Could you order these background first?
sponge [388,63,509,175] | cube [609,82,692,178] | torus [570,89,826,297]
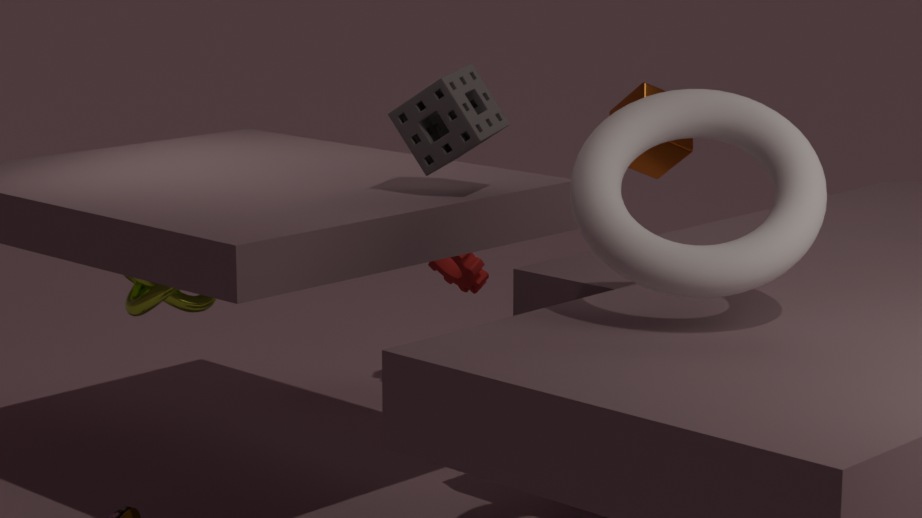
cube [609,82,692,178]
sponge [388,63,509,175]
torus [570,89,826,297]
